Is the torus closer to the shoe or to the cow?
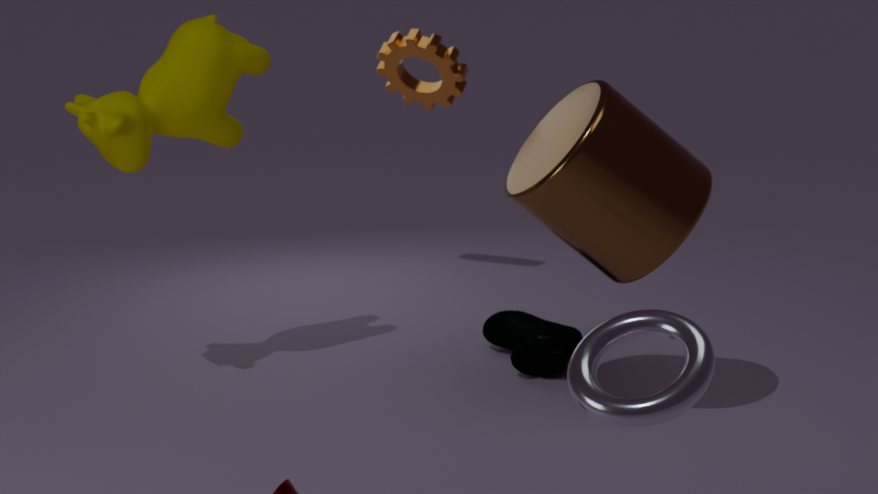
the shoe
